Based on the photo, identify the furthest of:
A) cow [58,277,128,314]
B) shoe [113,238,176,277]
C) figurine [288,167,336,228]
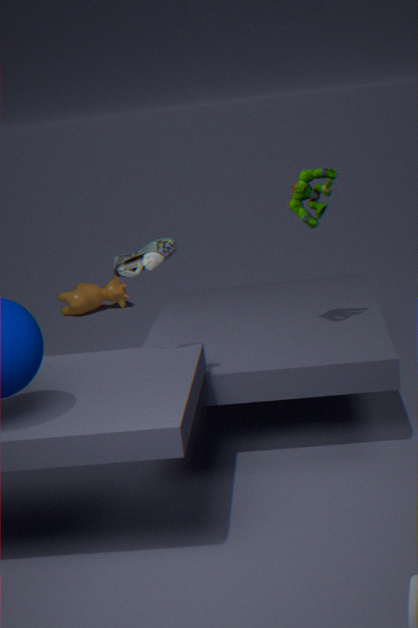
cow [58,277,128,314]
